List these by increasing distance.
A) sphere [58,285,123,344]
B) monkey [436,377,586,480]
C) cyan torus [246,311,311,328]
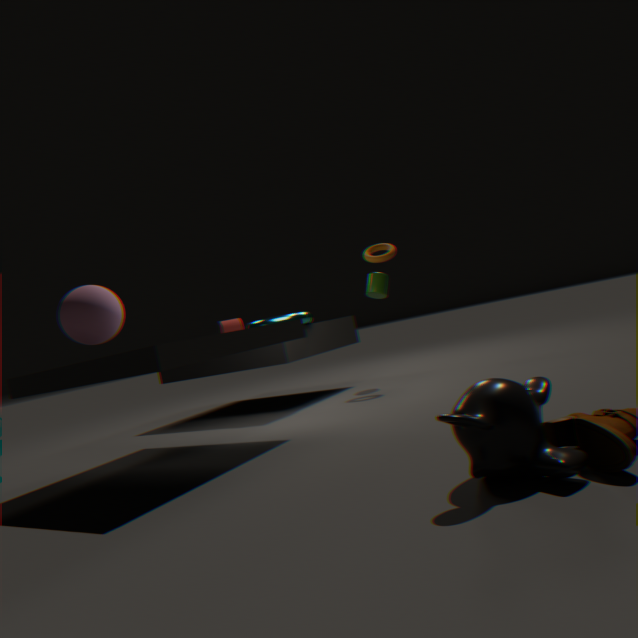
monkey [436,377,586,480] → sphere [58,285,123,344] → cyan torus [246,311,311,328]
